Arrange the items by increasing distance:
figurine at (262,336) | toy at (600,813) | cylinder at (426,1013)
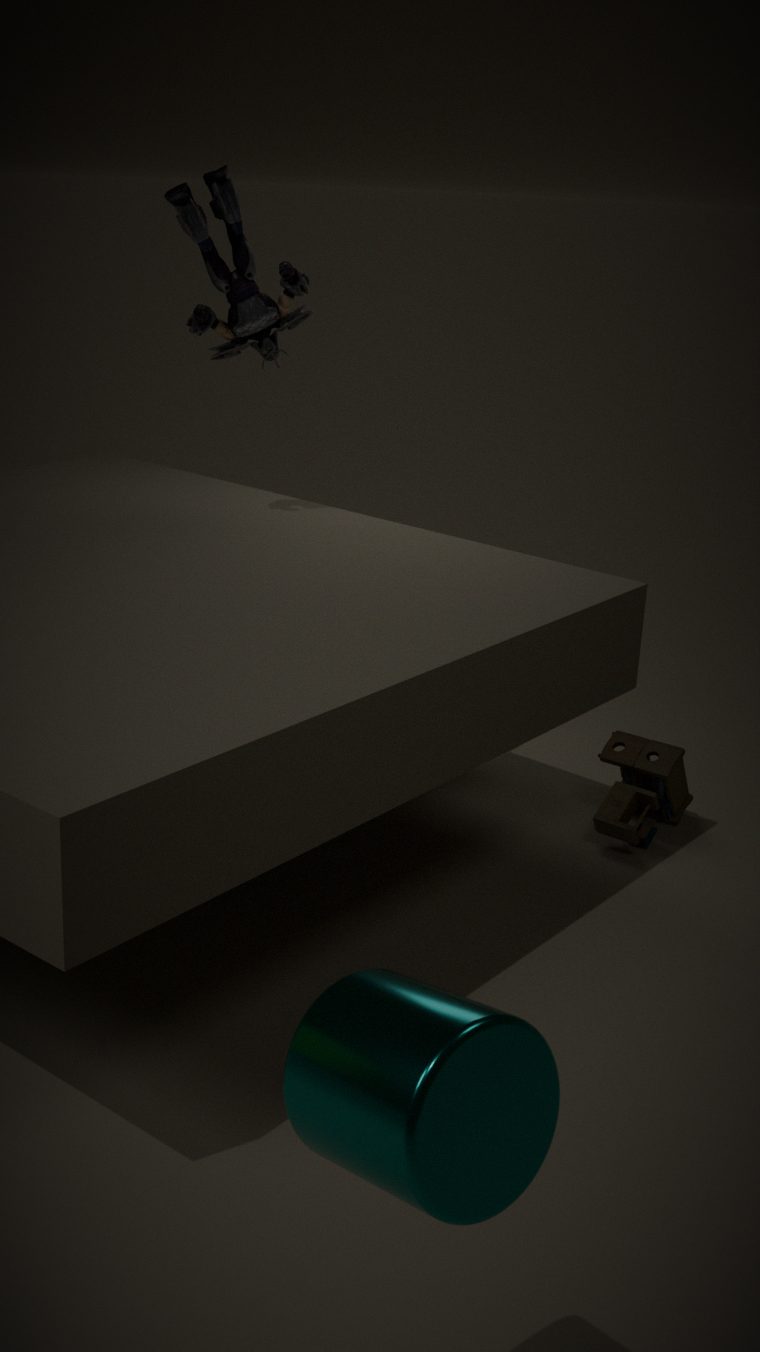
cylinder at (426,1013) < figurine at (262,336) < toy at (600,813)
